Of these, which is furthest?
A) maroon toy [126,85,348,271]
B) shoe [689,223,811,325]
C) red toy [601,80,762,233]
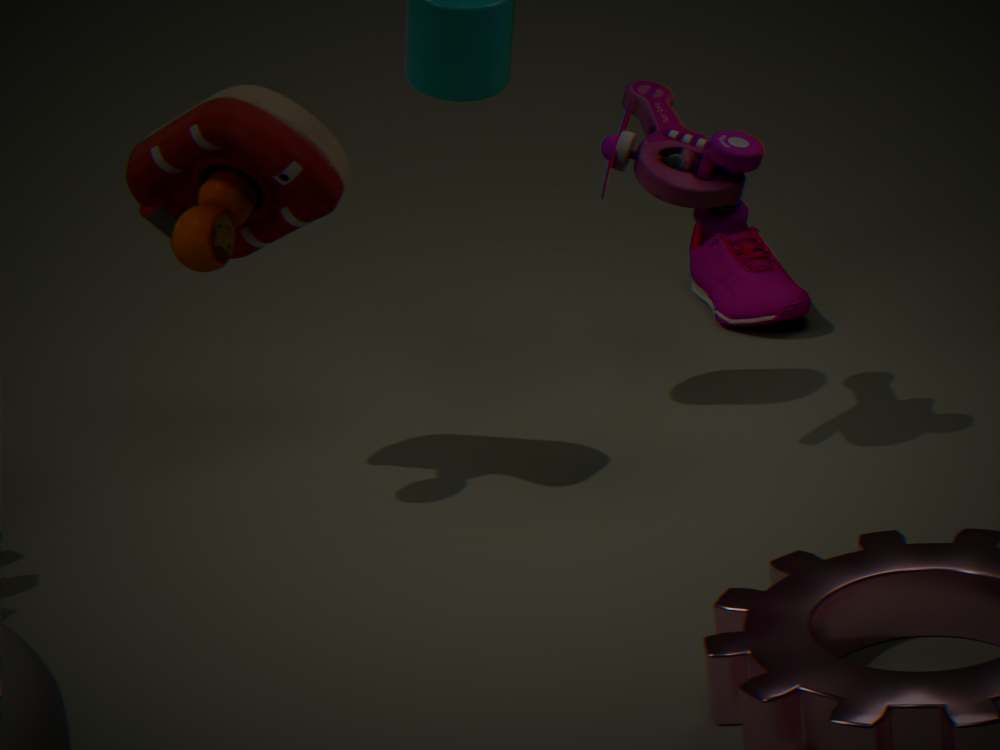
shoe [689,223,811,325]
